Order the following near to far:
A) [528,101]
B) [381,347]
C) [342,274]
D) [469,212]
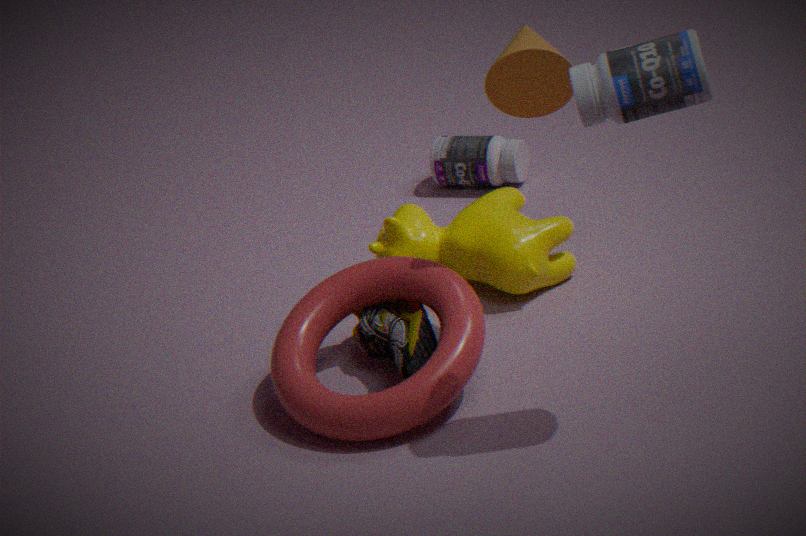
[528,101] → [381,347] → [342,274] → [469,212]
